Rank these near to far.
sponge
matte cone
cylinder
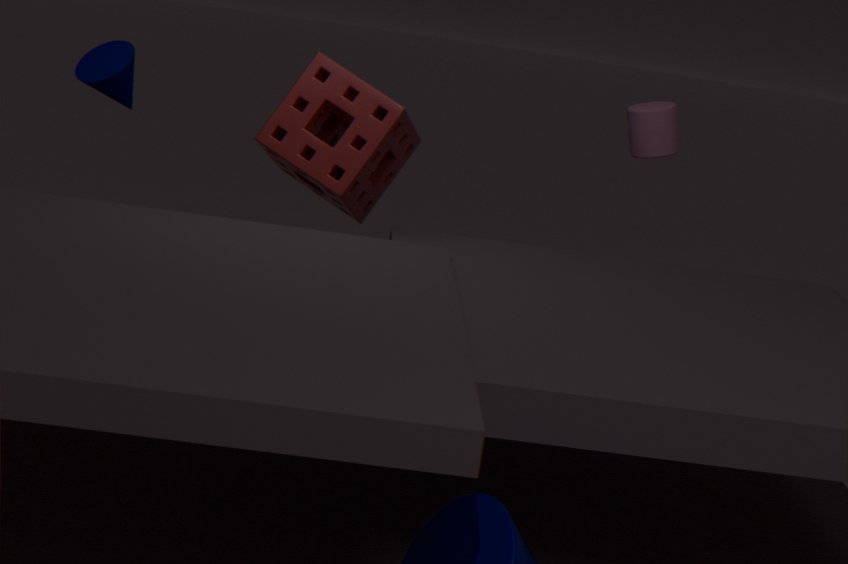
sponge → matte cone → cylinder
